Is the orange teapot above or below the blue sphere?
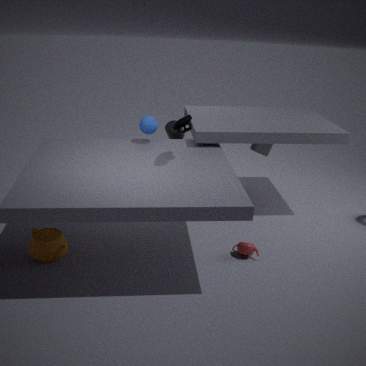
below
